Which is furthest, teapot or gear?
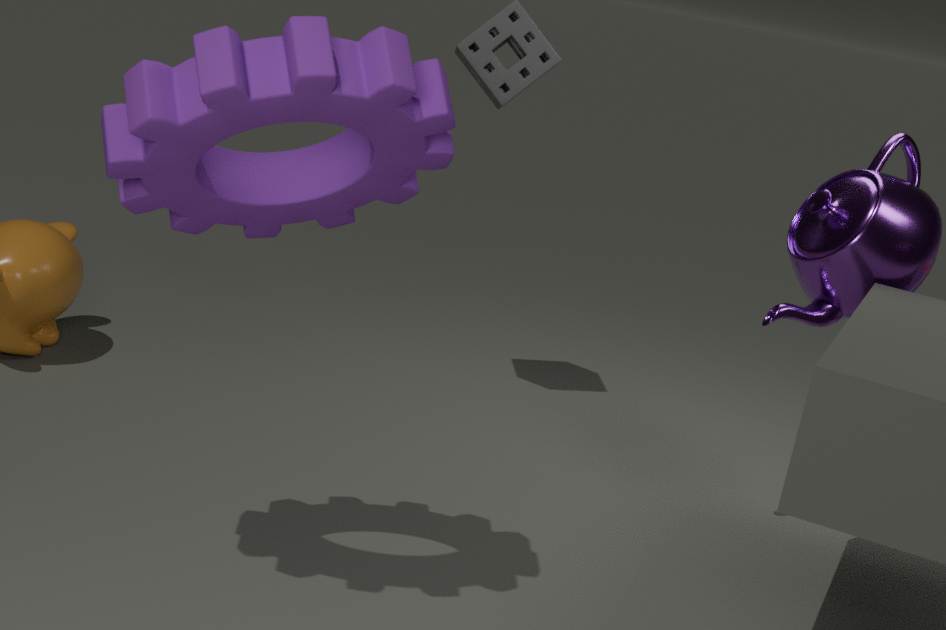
teapot
